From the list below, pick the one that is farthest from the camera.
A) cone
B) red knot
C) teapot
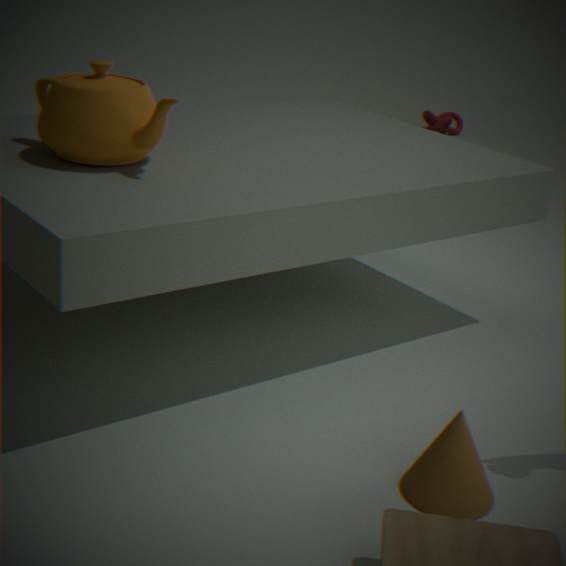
red knot
